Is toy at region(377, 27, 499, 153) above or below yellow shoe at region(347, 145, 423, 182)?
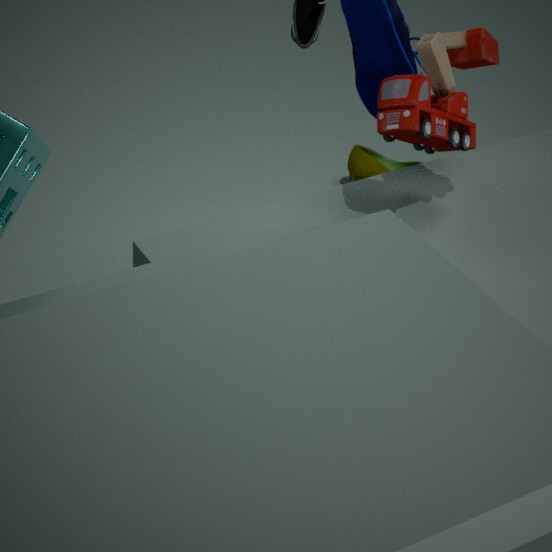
above
